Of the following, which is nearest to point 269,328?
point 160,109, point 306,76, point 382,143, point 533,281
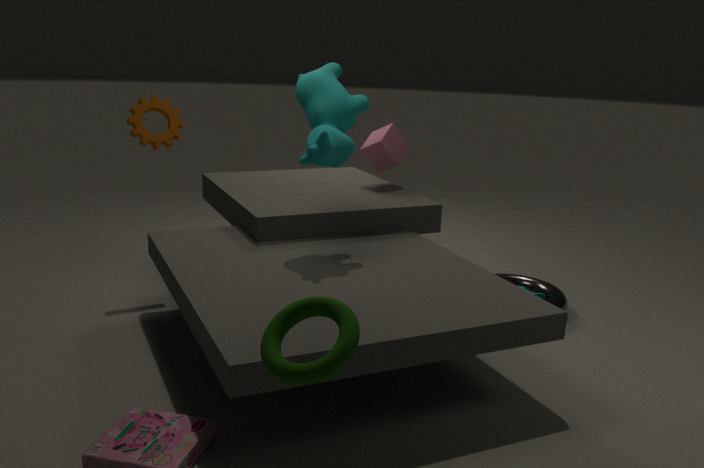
point 306,76
